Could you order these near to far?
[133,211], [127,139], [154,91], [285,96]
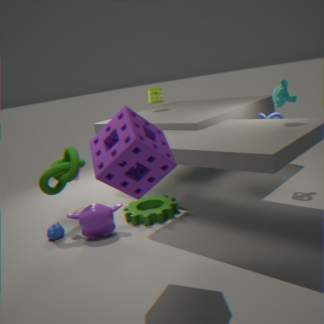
[127,139] < [285,96] < [133,211] < [154,91]
